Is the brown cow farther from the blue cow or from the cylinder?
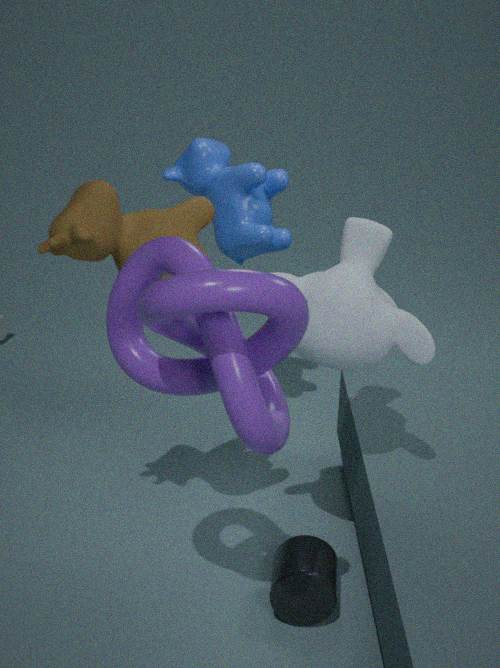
the cylinder
